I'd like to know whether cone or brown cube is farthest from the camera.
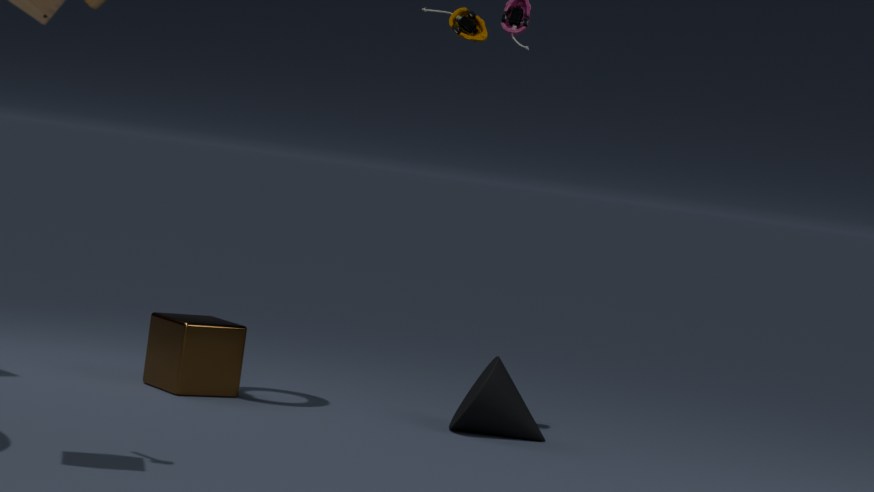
brown cube
